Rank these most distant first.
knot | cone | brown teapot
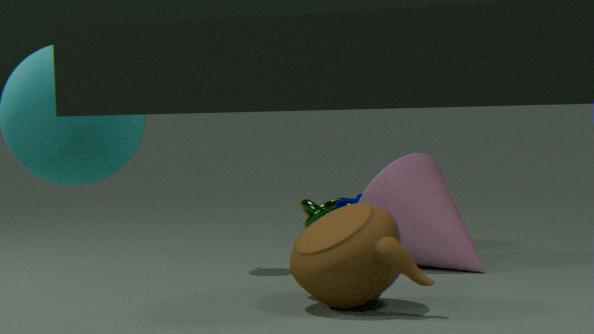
knot, cone, brown teapot
